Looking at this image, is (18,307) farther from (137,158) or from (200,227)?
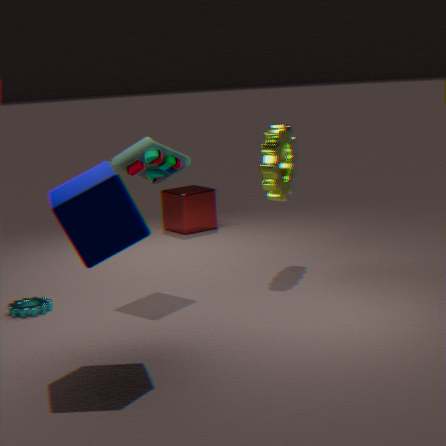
(200,227)
